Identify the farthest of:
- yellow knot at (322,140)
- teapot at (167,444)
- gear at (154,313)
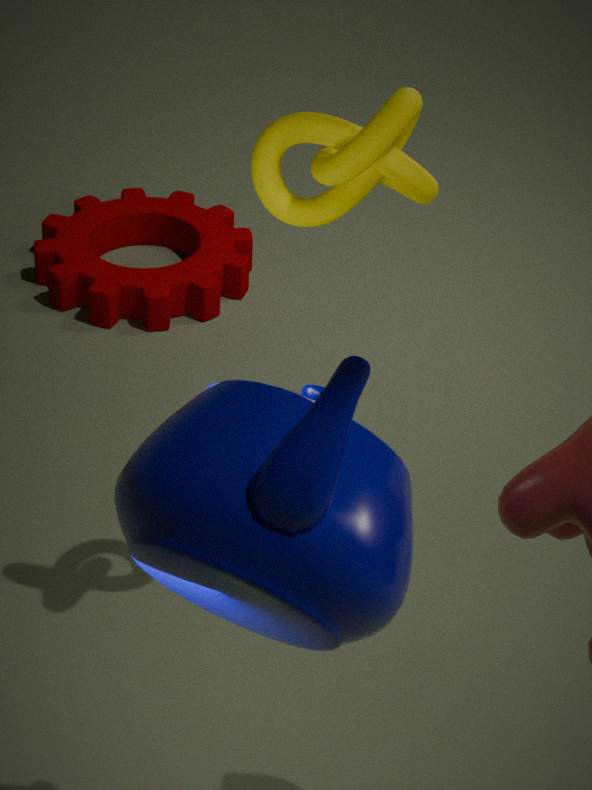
gear at (154,313)
